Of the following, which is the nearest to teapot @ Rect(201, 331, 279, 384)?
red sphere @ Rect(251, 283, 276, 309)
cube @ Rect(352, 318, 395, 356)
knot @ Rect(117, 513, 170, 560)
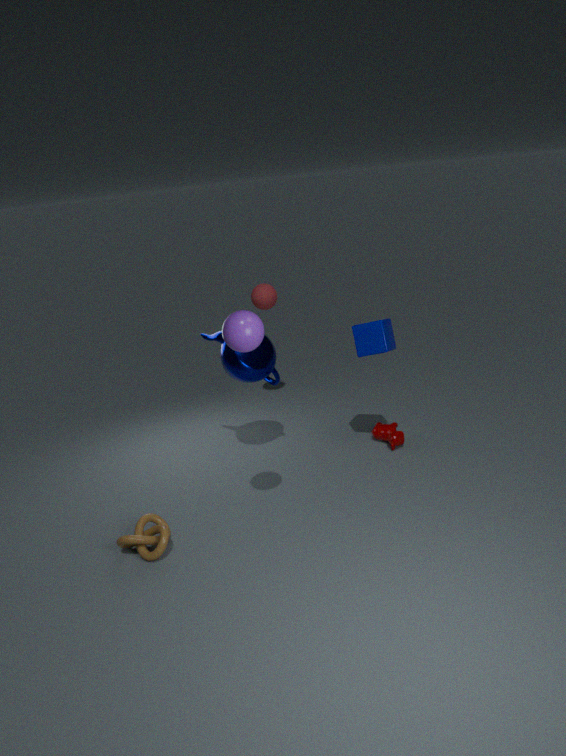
cube @ Rect(352, 318, 395, 356)
